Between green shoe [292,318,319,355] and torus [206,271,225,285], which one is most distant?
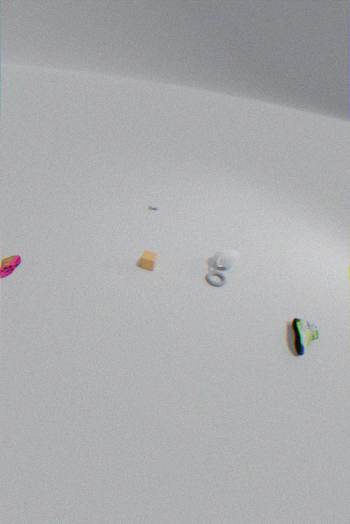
torus [206,271,225,285]
